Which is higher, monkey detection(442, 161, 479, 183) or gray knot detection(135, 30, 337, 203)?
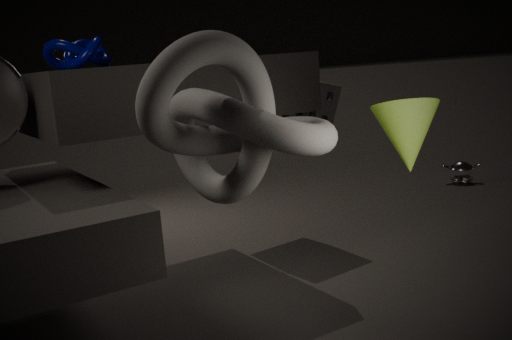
gray knot detection(135, 30, 337, 203)
